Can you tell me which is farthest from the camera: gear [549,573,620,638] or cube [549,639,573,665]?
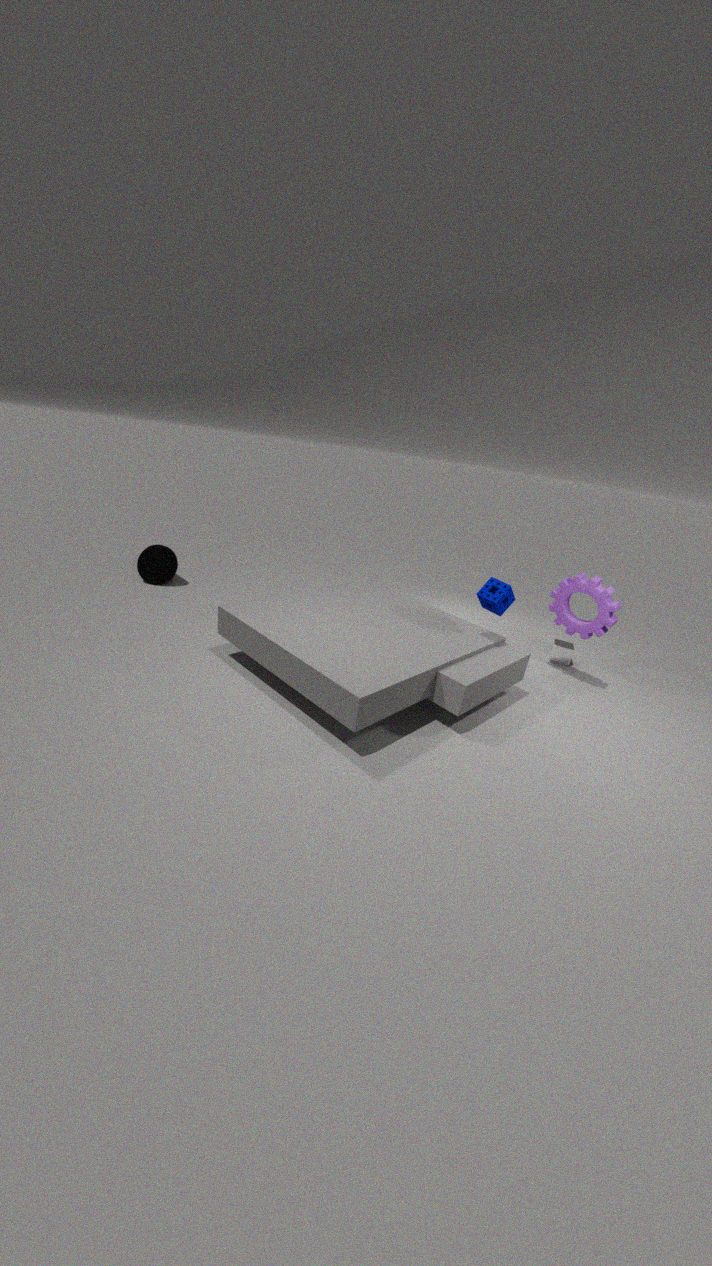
cube [549,639,573,665]
